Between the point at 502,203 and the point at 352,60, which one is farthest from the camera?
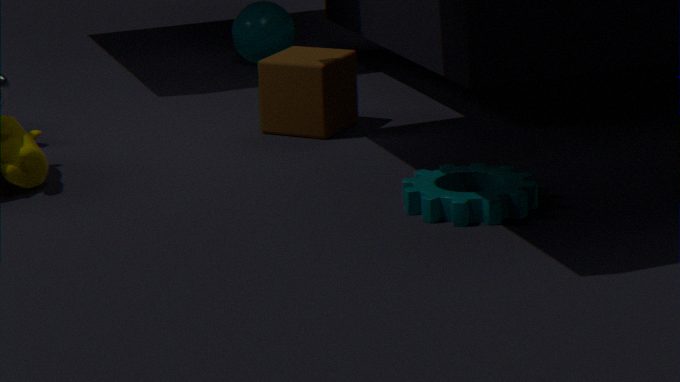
the point at 352,60
